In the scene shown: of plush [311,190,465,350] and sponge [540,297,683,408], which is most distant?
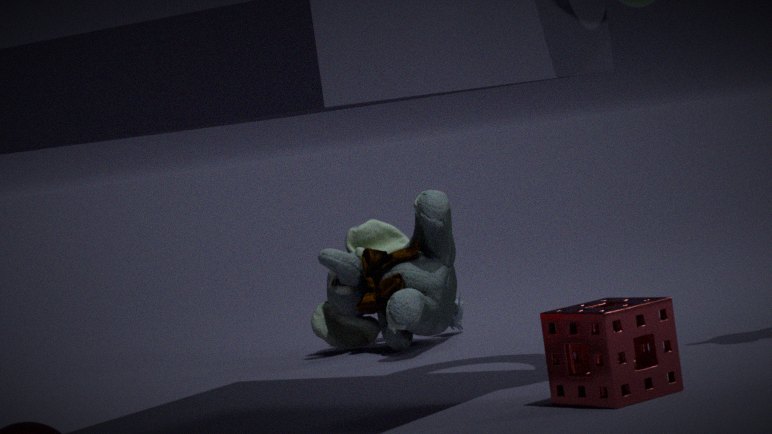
plush [311,190,465,350]
